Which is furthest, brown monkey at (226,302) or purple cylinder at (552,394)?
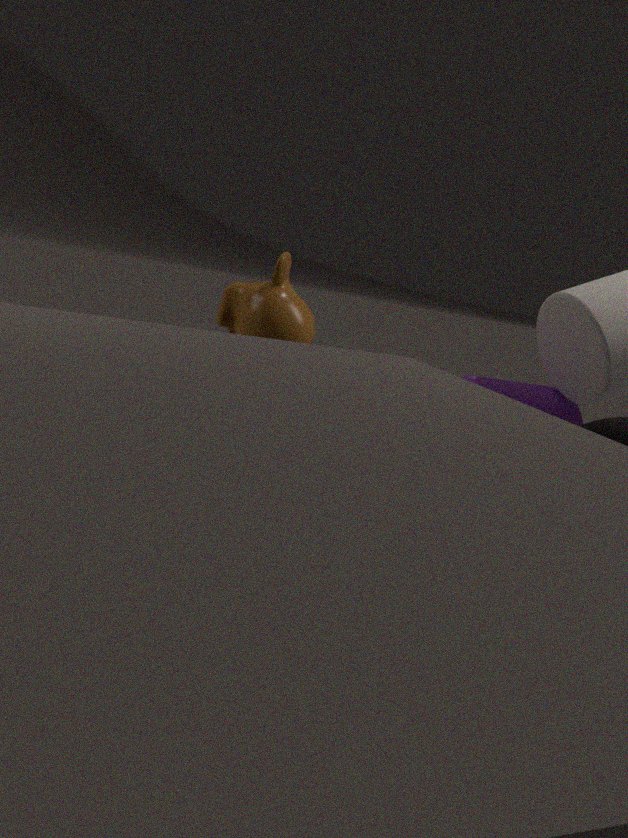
purple cylinder at (552,394)
